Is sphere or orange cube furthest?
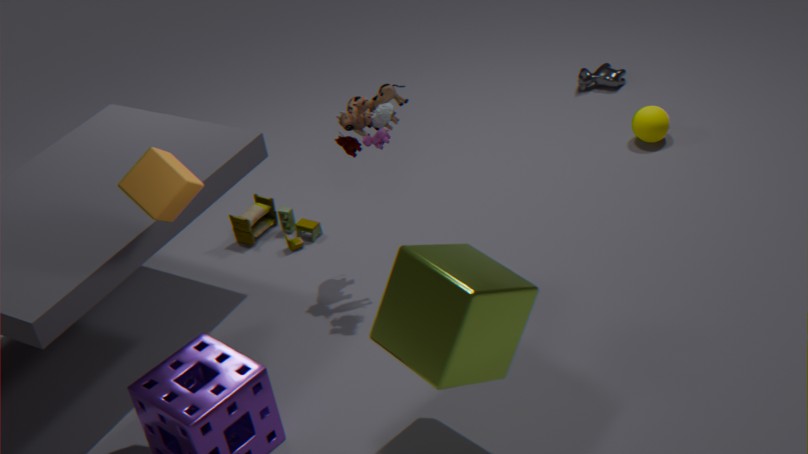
sphere
